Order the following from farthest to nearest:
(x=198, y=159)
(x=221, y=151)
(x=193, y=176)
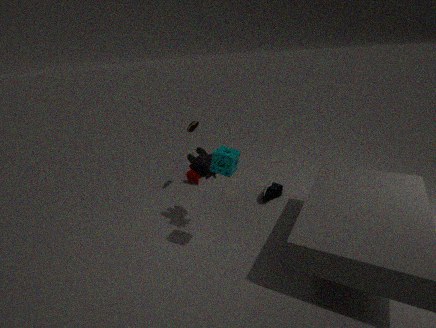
(x=193, y=176)
(x=198, y=159)
(x=221, y=151)
